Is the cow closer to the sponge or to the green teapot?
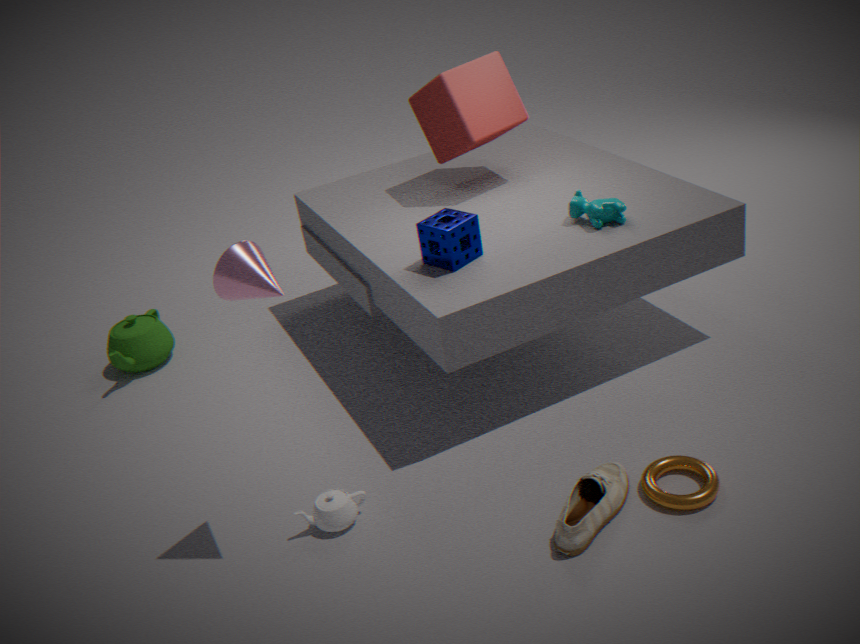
the sponge
